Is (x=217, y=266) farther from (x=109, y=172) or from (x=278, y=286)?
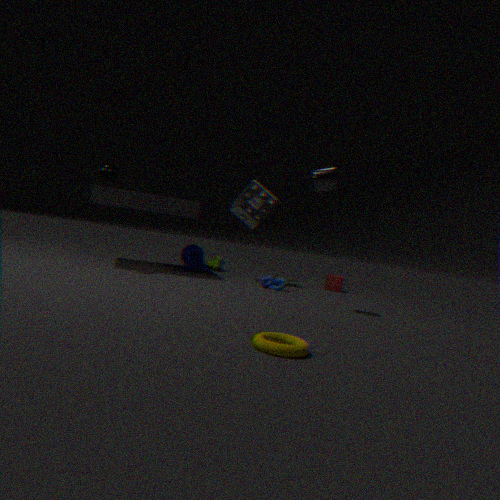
(x=109, y=172)
